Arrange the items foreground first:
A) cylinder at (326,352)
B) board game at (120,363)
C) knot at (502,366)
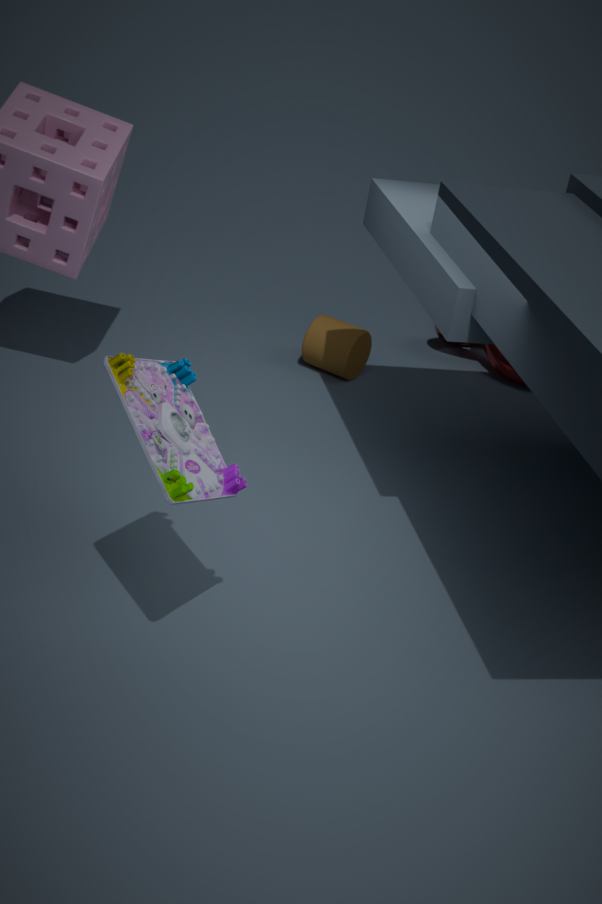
board game at (120,363) < cylinder at (326,352) < knot at (502,366)
